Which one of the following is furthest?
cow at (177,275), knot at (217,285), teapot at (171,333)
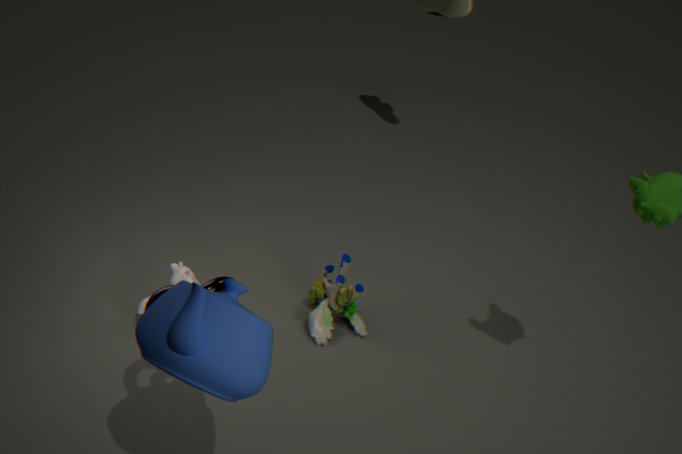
cow at (177,275)
